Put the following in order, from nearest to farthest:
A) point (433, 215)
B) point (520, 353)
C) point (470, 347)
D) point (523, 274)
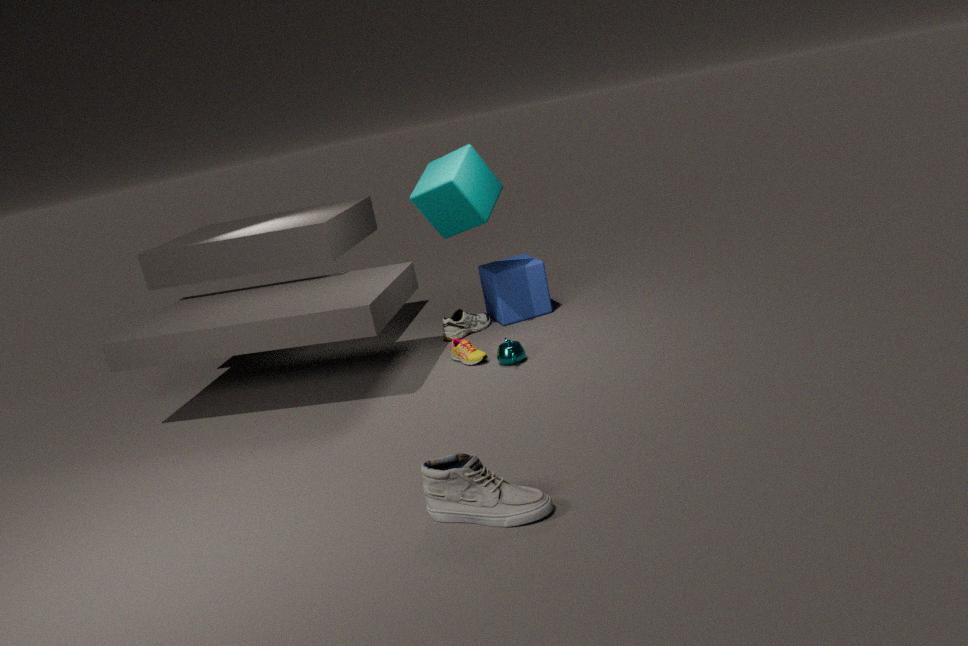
point (520, 353) → point (470, 347) → point (433, 215) → point (523, 274)
